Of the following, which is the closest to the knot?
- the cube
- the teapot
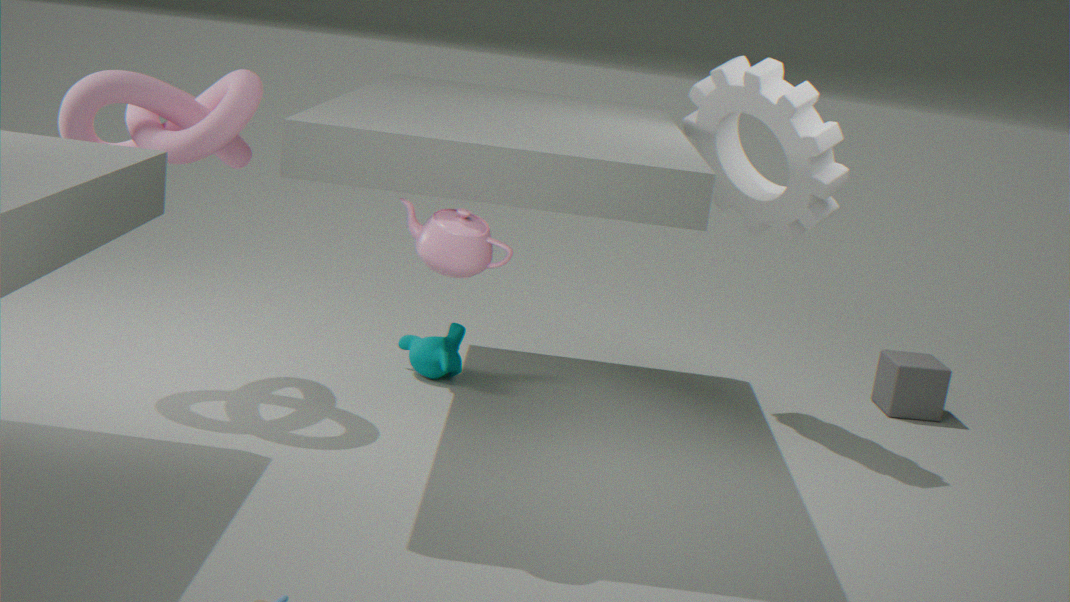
the teapot
